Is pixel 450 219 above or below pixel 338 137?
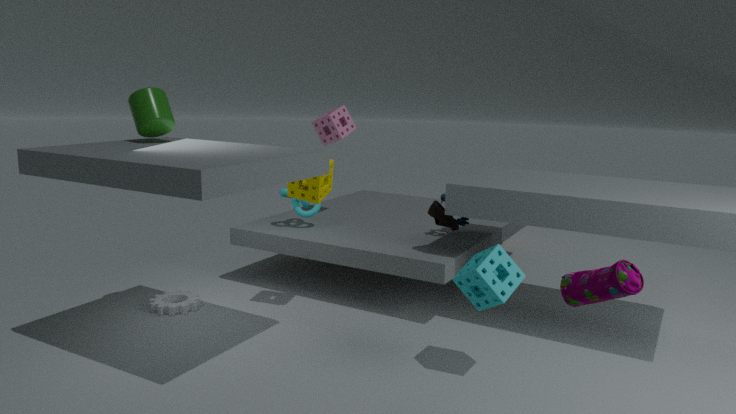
below
